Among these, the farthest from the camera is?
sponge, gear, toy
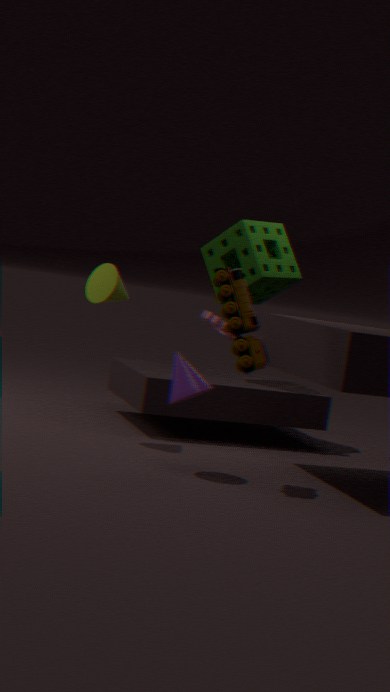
gear
